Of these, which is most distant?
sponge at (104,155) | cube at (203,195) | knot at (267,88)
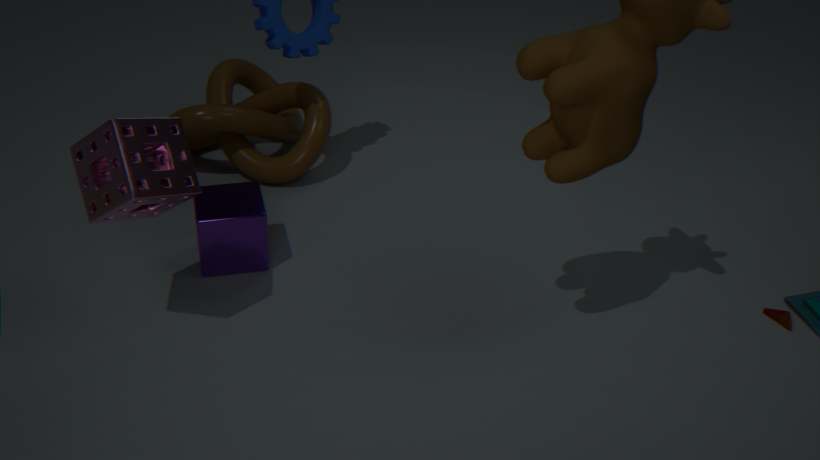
knot at (267,88)
